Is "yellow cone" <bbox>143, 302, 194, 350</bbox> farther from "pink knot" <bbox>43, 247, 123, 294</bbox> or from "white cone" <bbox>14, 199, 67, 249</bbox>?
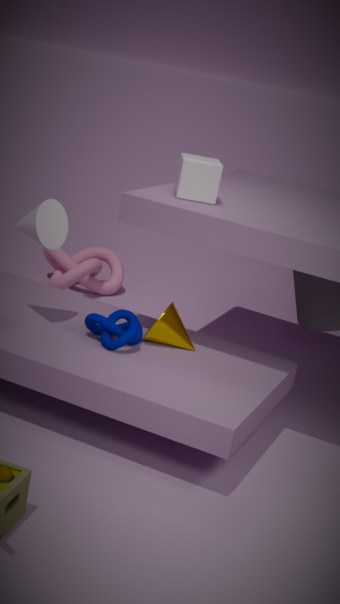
"pink knot" <bbox>43, 247, 123, 294</bbox>
